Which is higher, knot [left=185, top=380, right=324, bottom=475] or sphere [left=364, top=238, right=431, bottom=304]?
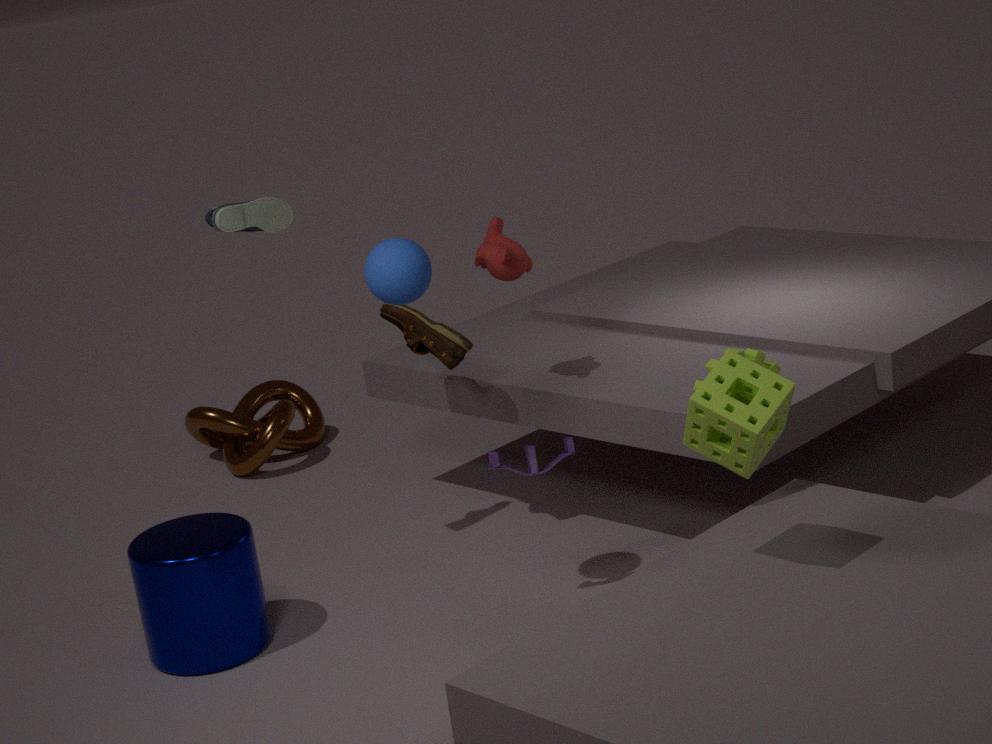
sphere [left=364, top=238, right=431, bottom=304]
